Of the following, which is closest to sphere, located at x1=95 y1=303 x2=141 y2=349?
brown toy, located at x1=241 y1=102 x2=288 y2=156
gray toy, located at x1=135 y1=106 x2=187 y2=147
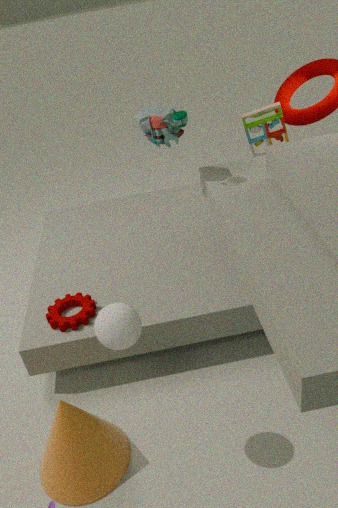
gray toy, located at x1=135 y1=106 x2=187 y2=147
